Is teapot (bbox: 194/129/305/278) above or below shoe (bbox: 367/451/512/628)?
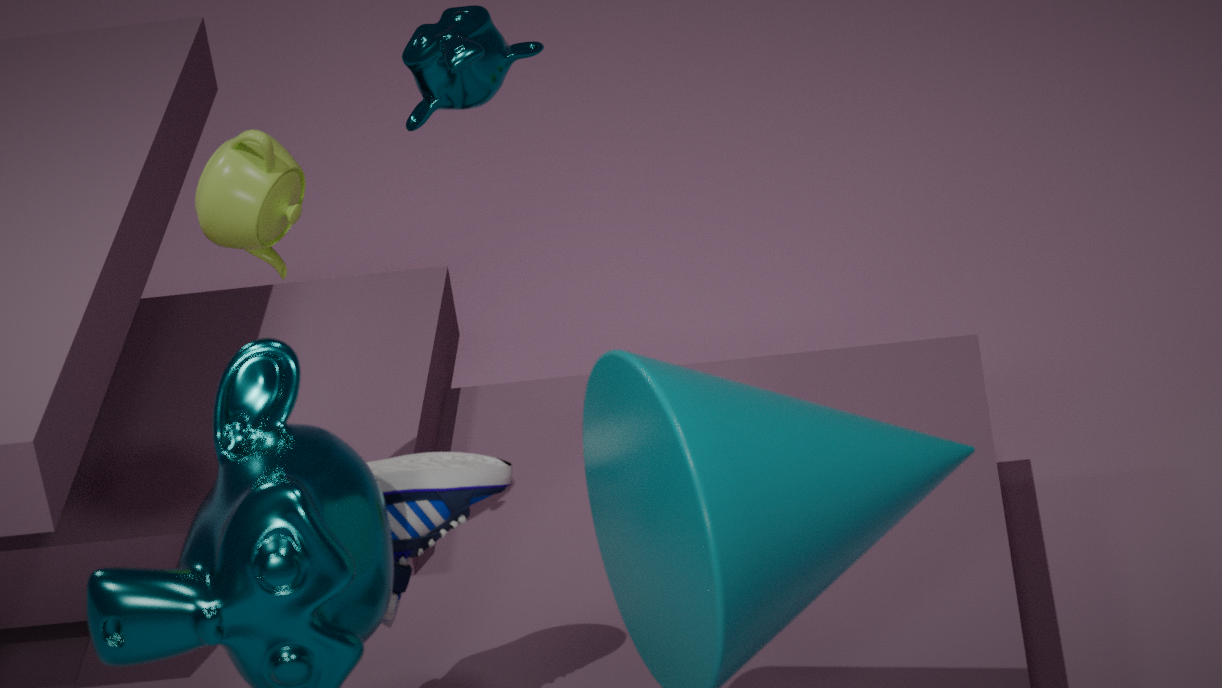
above
